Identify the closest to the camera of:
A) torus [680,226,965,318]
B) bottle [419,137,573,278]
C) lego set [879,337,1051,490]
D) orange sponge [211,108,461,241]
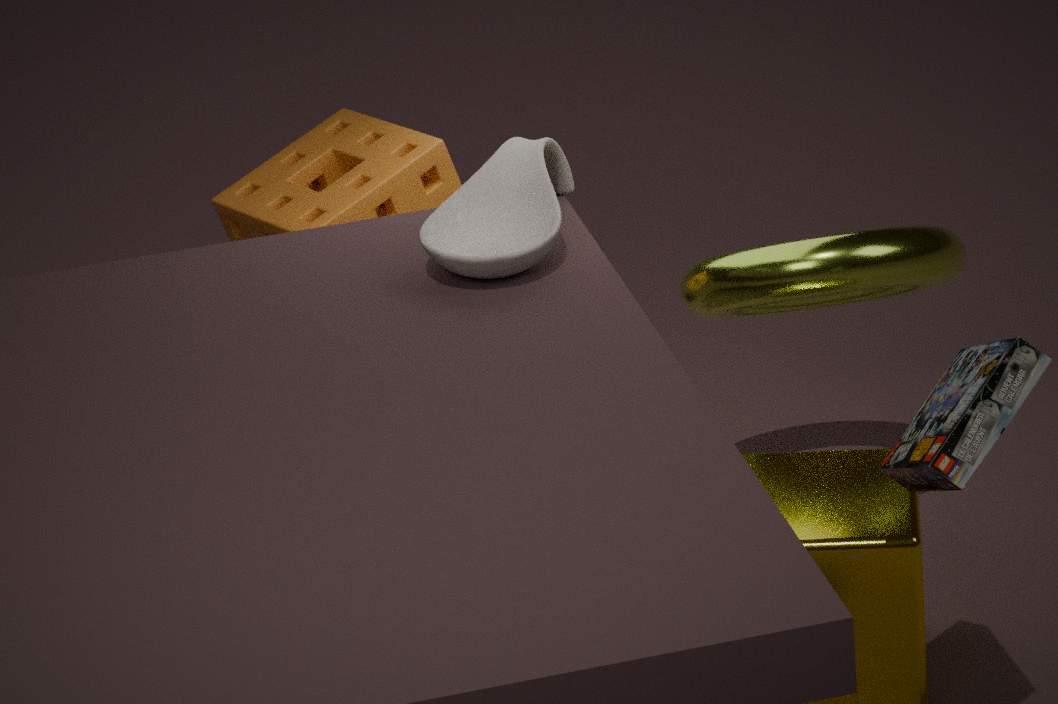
lego set [879,337,1051,490]
